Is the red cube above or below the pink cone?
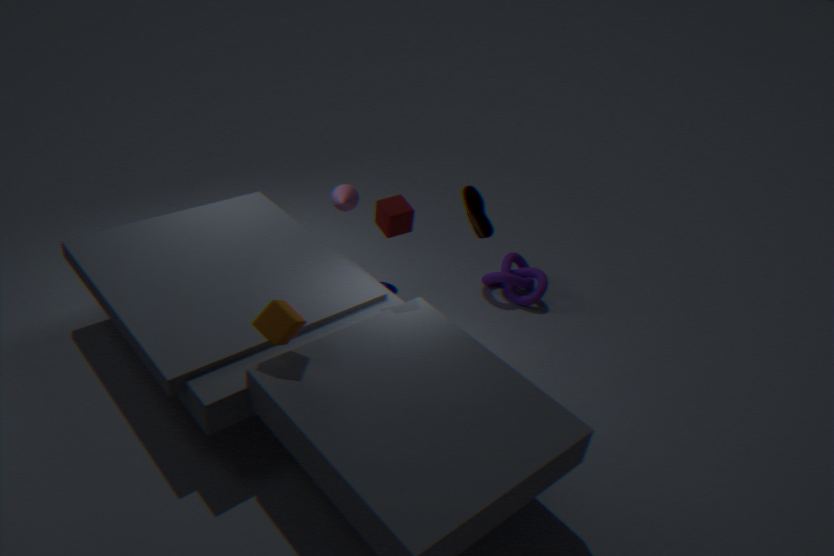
above
